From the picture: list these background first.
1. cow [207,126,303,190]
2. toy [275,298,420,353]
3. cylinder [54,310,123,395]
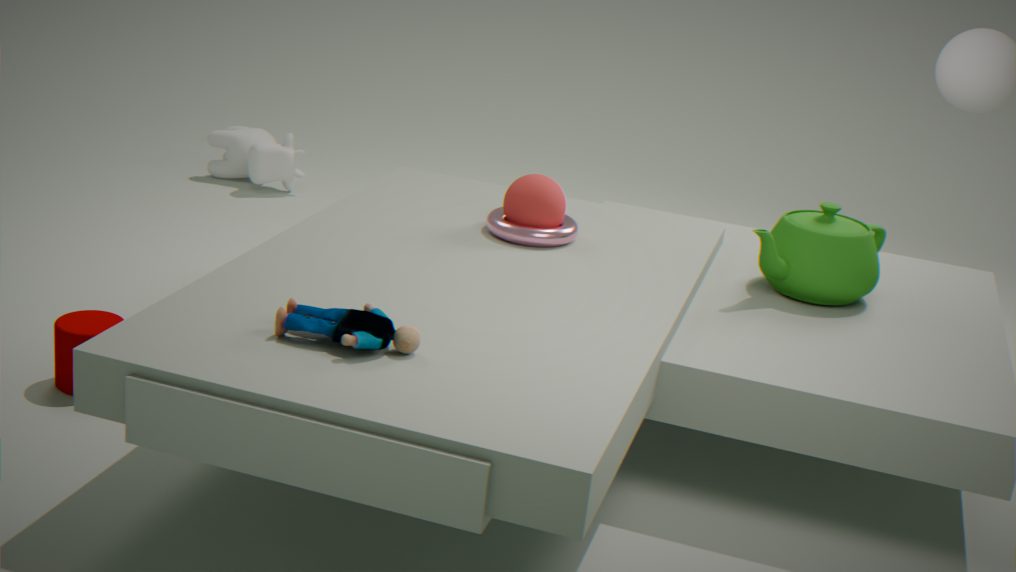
cow [207,126,303,190] < cylinder [54,310,123,395] < toy [275,298,420,353]
